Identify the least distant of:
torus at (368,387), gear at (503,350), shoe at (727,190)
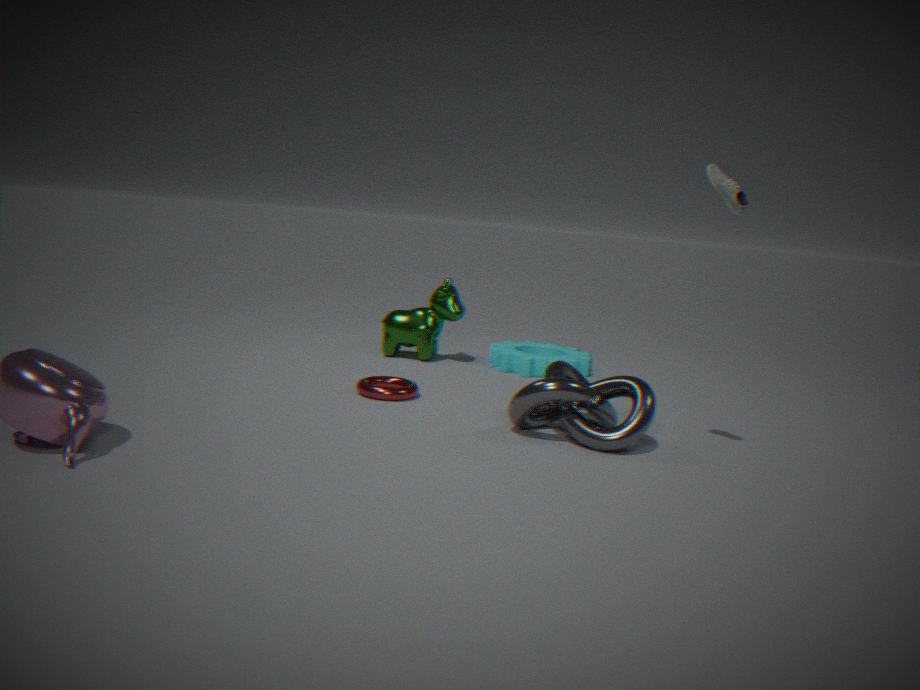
shoe at (727,190)
